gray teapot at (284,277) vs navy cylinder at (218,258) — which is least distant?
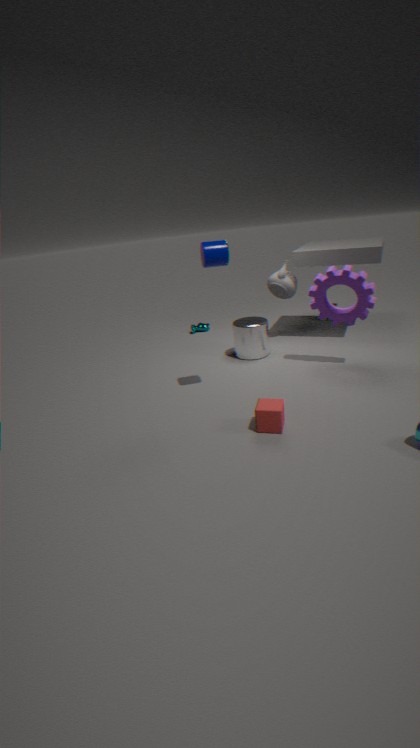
navy cylinder at (218,258)
